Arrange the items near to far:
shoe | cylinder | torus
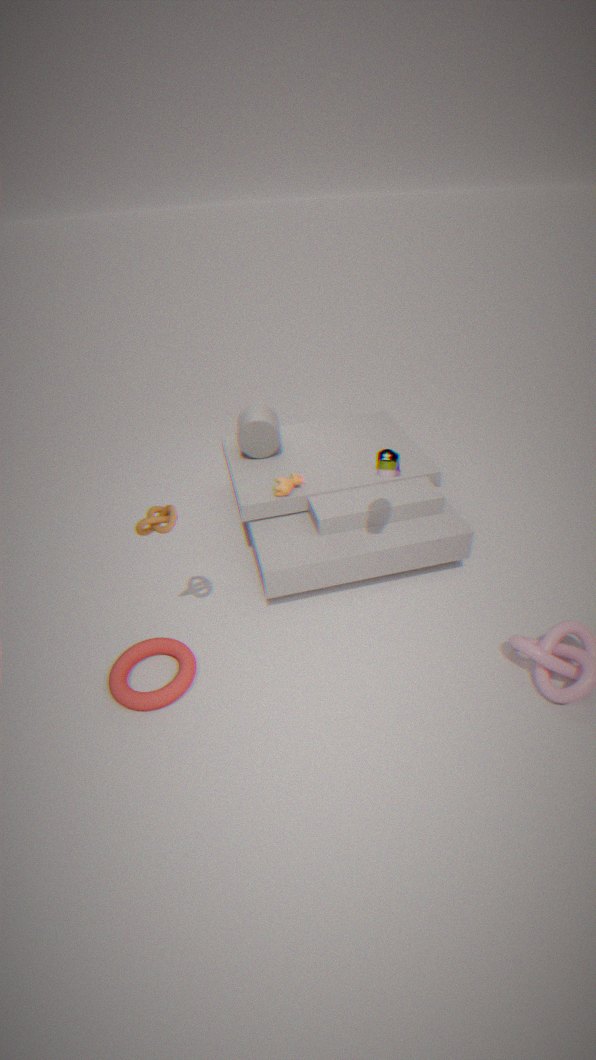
1. torus
2. shoe
3. cylinder
